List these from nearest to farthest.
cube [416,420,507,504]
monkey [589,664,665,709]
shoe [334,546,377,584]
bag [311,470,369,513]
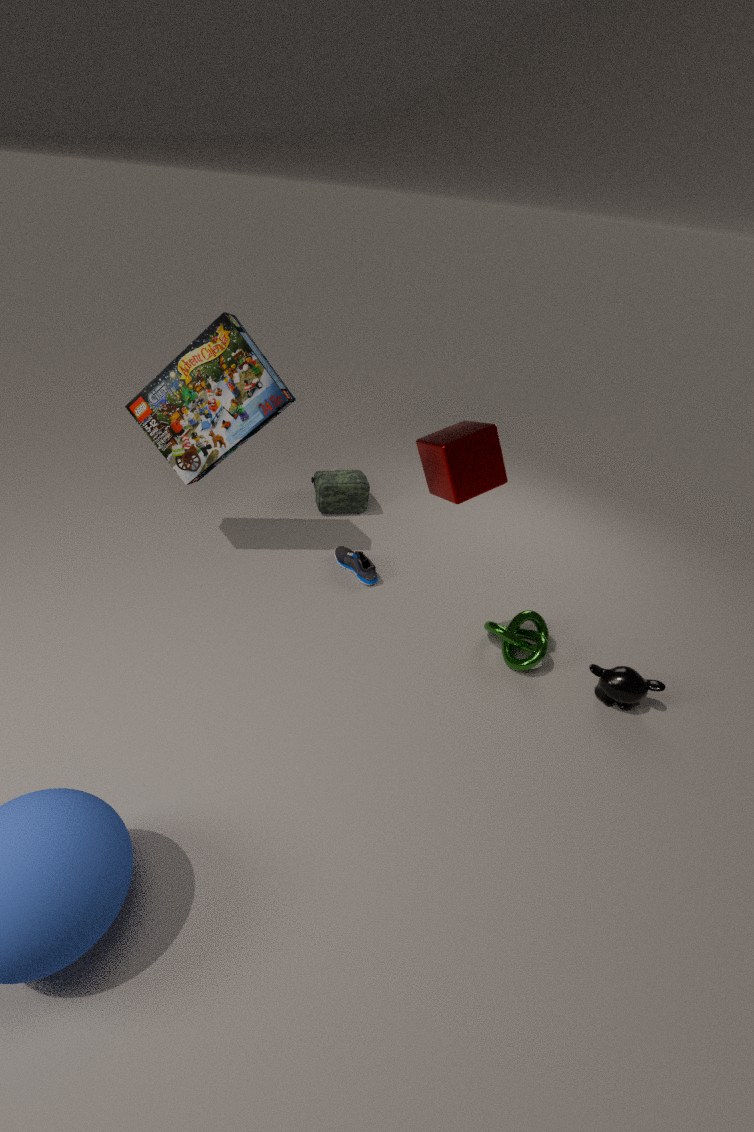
cube [416,420,507,504] → monkey [589,664,665,709] → shoe [334,546,377,584] → bag [311,470,369,513]
